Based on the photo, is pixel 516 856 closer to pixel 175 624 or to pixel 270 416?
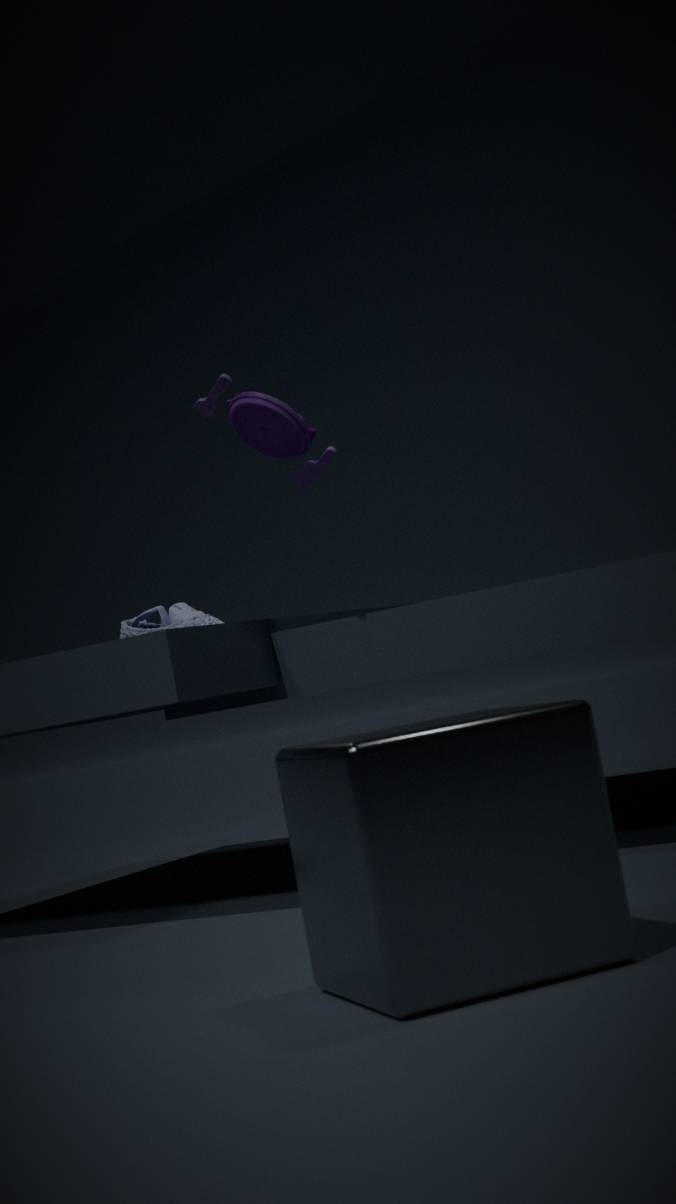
pixel 270 416
